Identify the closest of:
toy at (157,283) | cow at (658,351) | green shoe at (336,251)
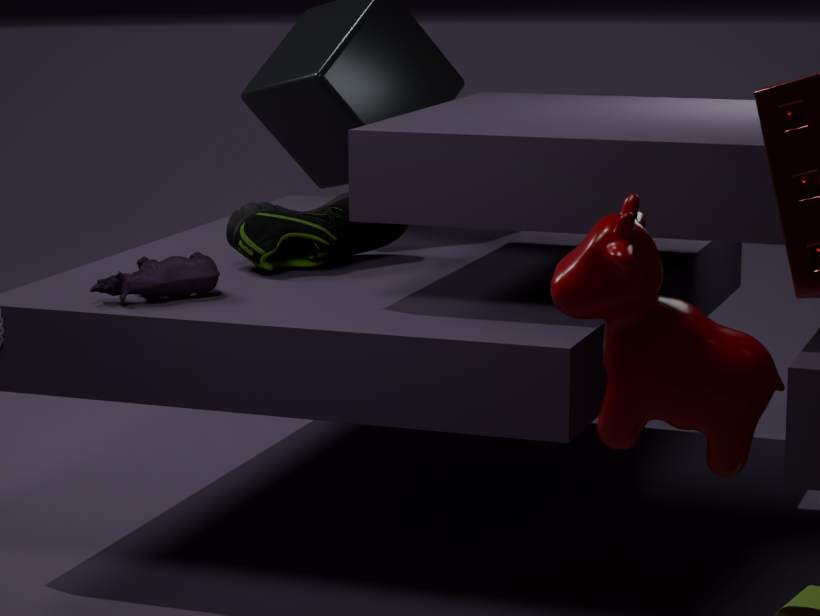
cow at (658,351)
